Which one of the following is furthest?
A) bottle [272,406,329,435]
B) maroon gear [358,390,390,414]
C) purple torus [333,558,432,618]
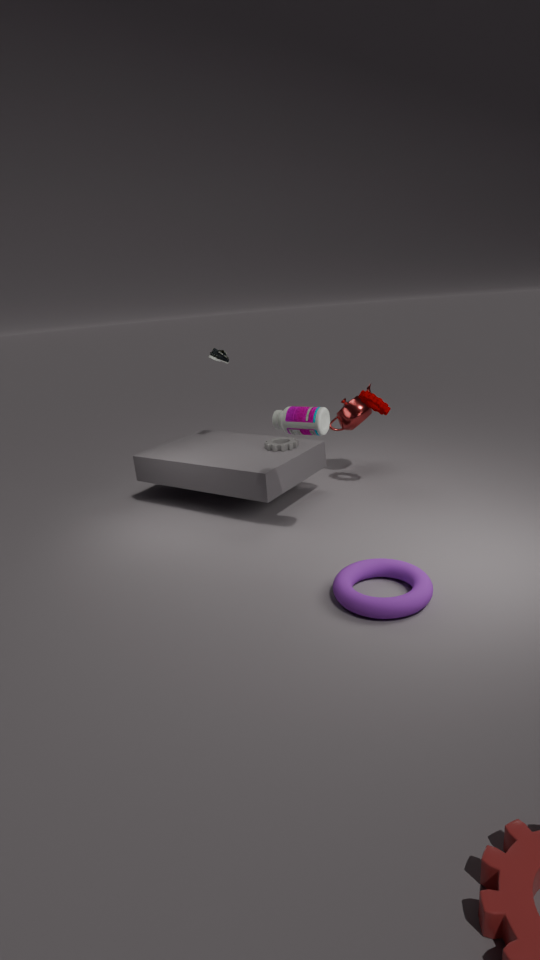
maroon gear [358,390,390,414]
